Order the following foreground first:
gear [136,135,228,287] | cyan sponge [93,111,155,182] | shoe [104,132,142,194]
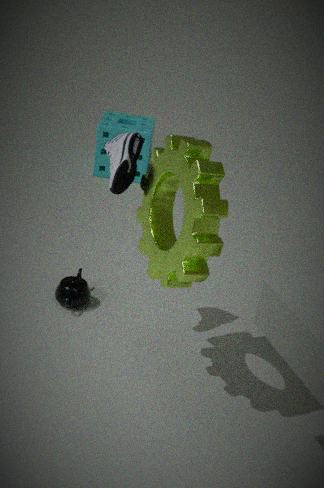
1. gear [136,135,228,287]
2. shoe [104,132,142,194]
3. cyan sponge [93,111,155,182]
